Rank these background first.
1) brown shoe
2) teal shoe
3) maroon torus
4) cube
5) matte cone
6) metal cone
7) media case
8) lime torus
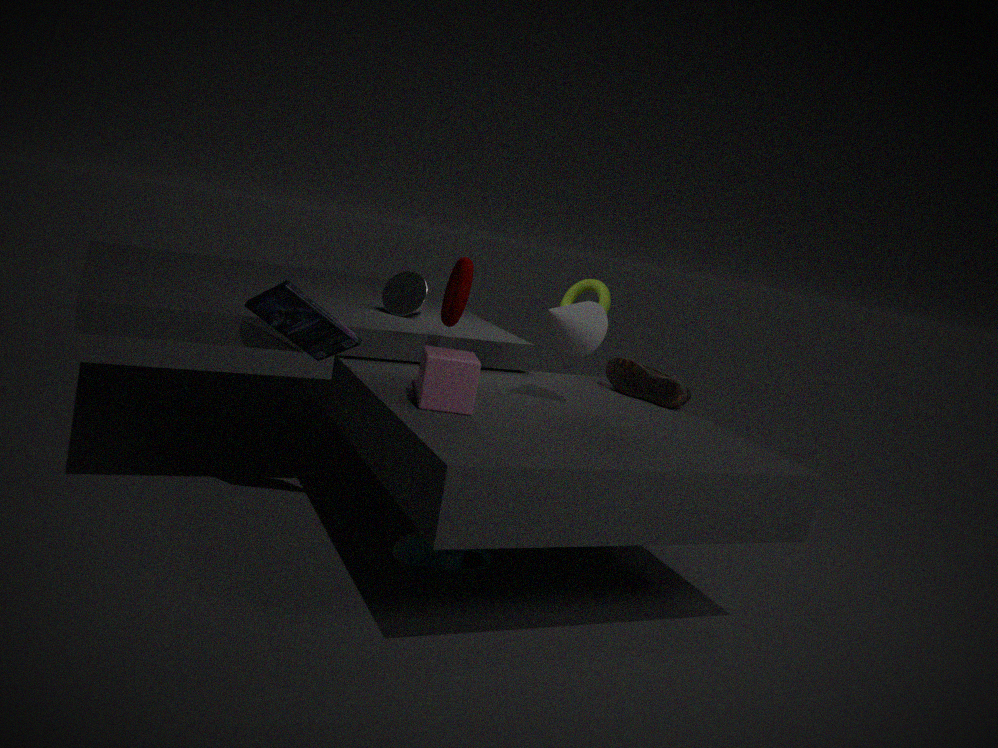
8. lime torus < 6. metal cone < 1. brown shoe < 3. maroon torus < 2. teal shoe < 5. matte cone < 7. media case < 4. cube
